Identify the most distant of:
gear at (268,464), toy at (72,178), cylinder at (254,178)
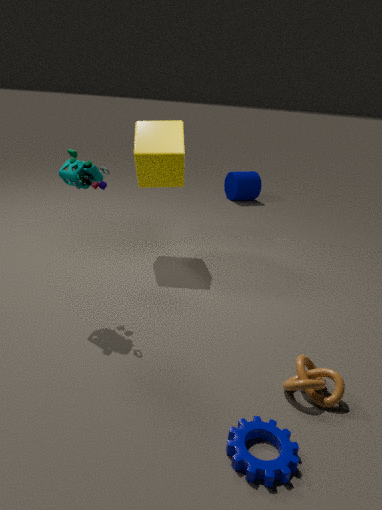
cylinder at (254,178)
